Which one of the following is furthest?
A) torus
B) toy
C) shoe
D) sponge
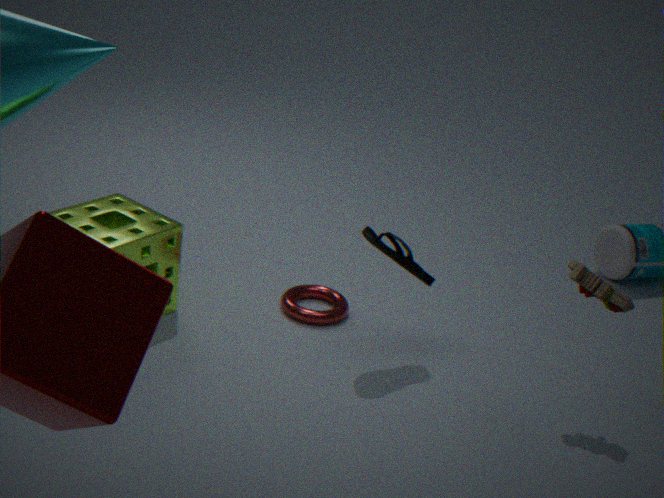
torus
